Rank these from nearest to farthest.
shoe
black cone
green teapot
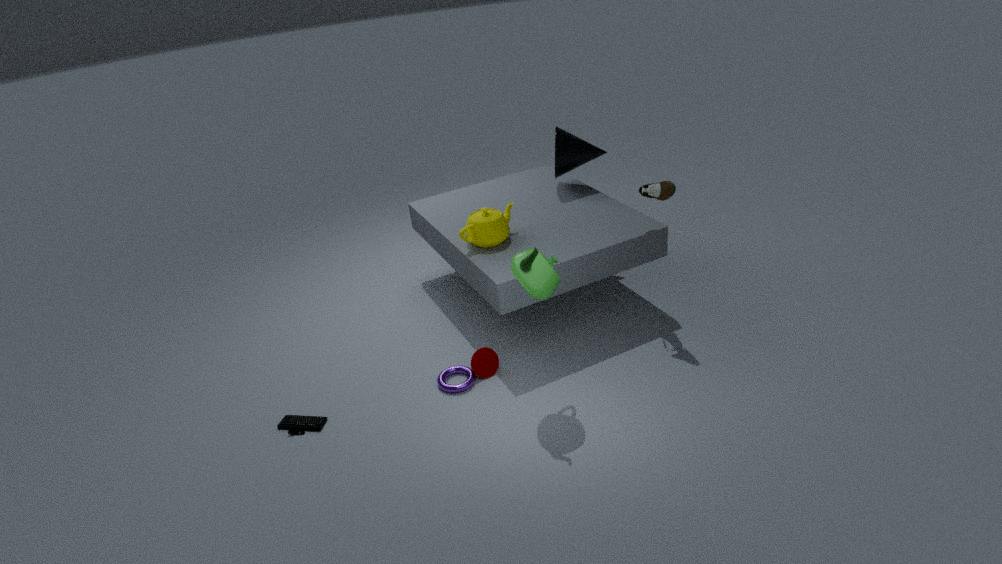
1. green teapot
2. shoe
3. black cone
